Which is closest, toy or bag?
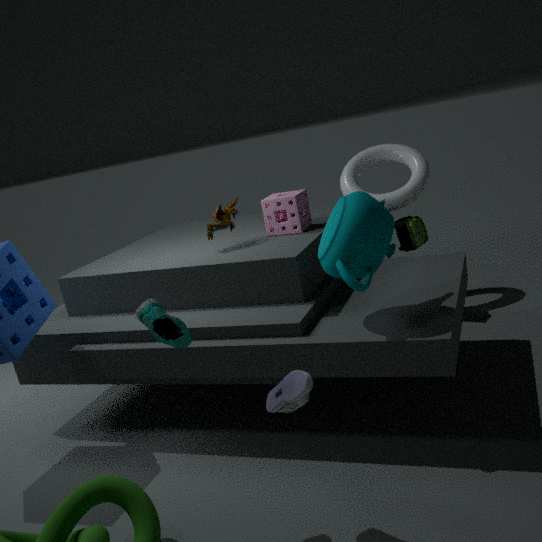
toy
